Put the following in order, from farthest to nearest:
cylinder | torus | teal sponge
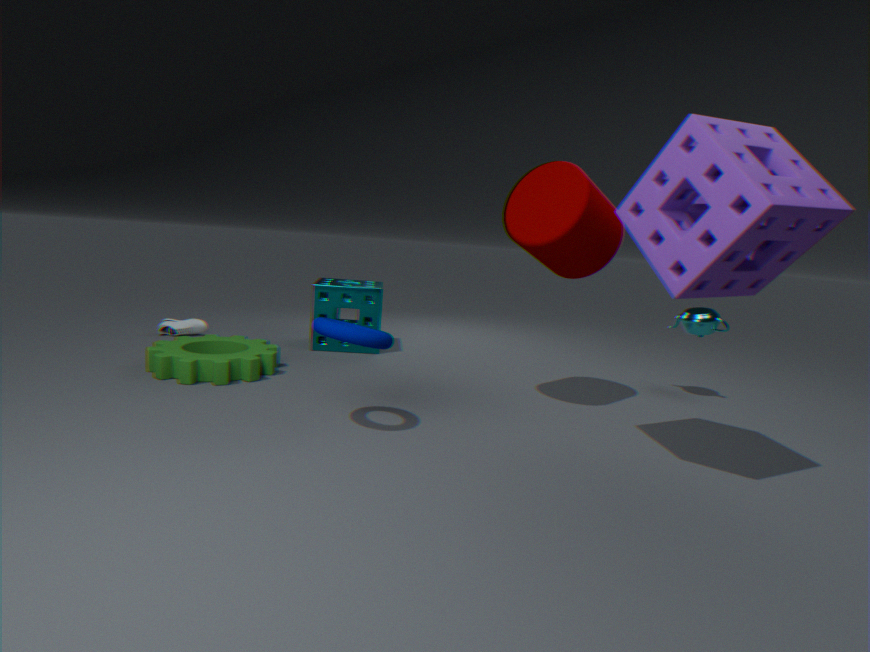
teal sponge, cylinder, torus
